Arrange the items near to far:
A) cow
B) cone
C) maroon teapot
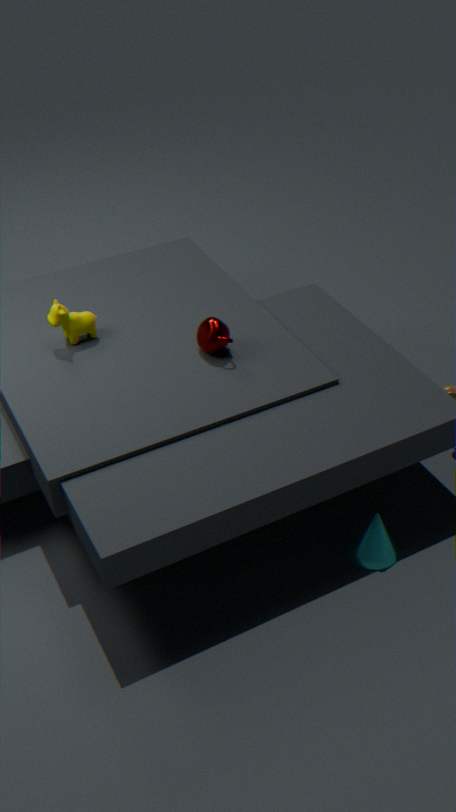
cone
maroon teapot
cow
